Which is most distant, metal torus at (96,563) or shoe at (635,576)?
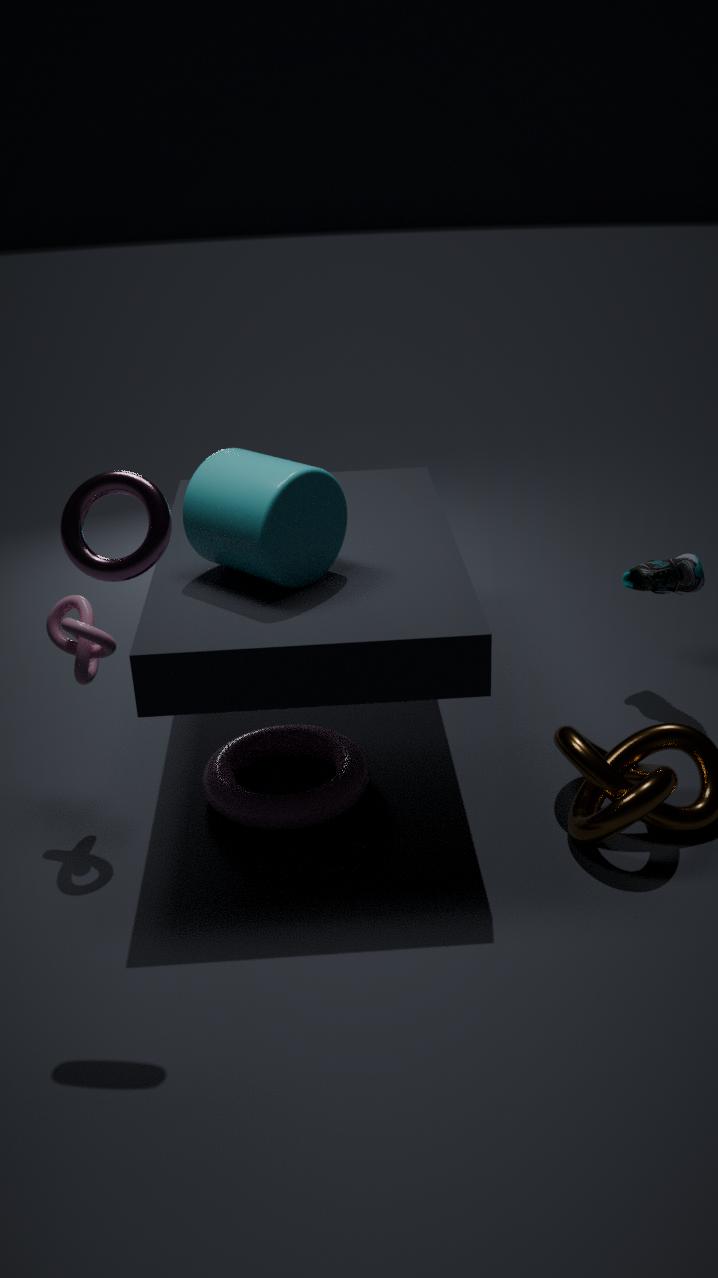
shoe at (635,576)
